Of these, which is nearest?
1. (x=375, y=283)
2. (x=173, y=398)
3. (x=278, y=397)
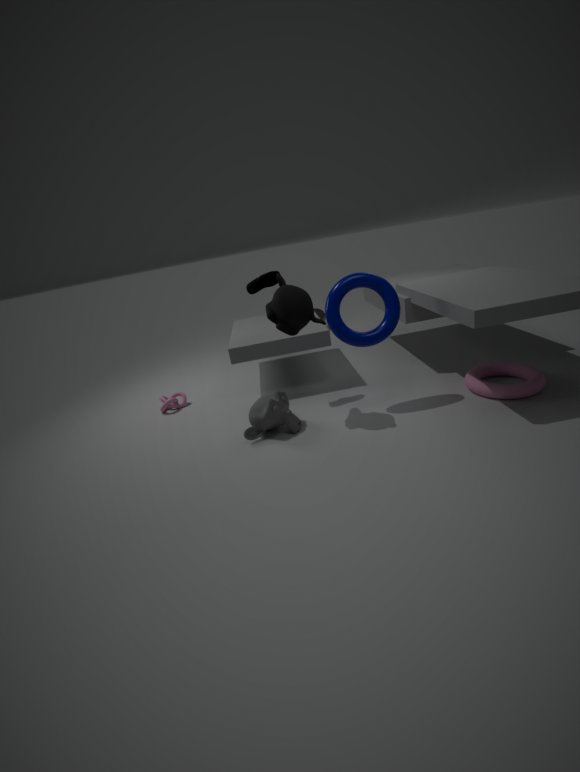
(x=375, y=283)
